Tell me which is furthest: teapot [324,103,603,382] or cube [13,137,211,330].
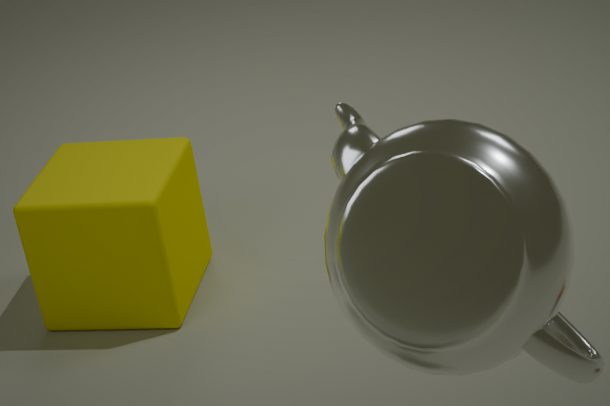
cube [13,137,211,330]
